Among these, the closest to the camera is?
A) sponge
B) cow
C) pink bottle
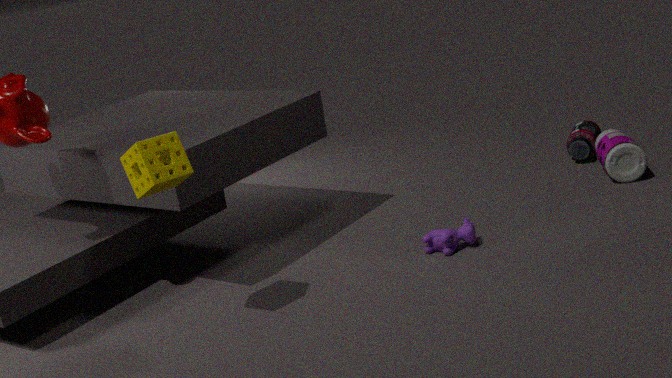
sponge
